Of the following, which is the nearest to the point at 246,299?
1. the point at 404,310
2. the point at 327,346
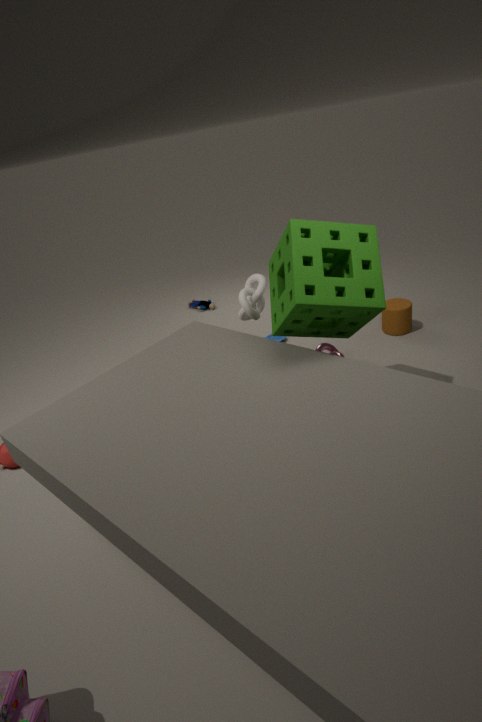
the point at 327,346
